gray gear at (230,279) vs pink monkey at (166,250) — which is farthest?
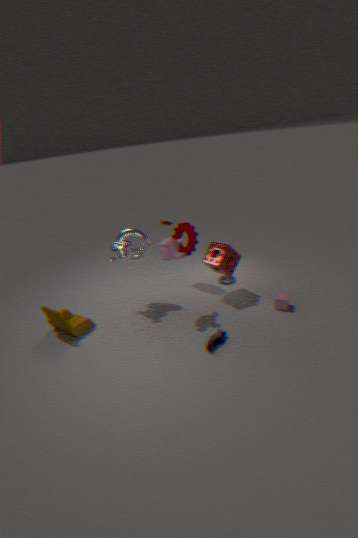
gray gear at (230,279)
